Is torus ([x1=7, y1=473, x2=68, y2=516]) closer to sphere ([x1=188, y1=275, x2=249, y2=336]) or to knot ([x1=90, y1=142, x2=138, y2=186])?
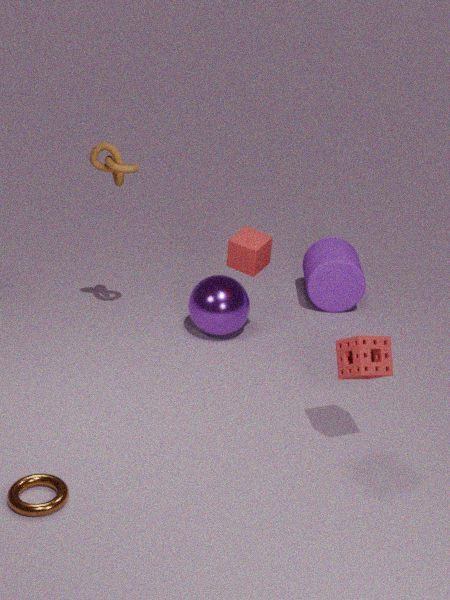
sphere ([x1=188, y1=275, x2=249, y2=336])
